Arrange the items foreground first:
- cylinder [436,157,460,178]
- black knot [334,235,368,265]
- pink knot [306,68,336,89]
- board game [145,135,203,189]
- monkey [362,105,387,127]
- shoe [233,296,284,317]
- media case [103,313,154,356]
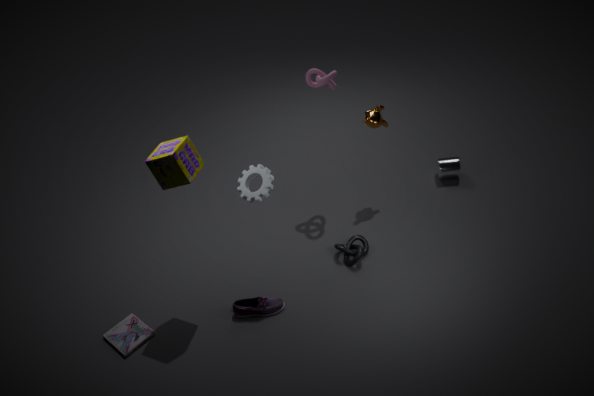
board game [145,135,203,189]
media case [103,313,154,356]
shoe [233,296,284,317]
black knot [334,235,368,265]
pink knot [306,68,336,89]
monkey [362,105,387,127]
cylinder [436,157,460,178]
